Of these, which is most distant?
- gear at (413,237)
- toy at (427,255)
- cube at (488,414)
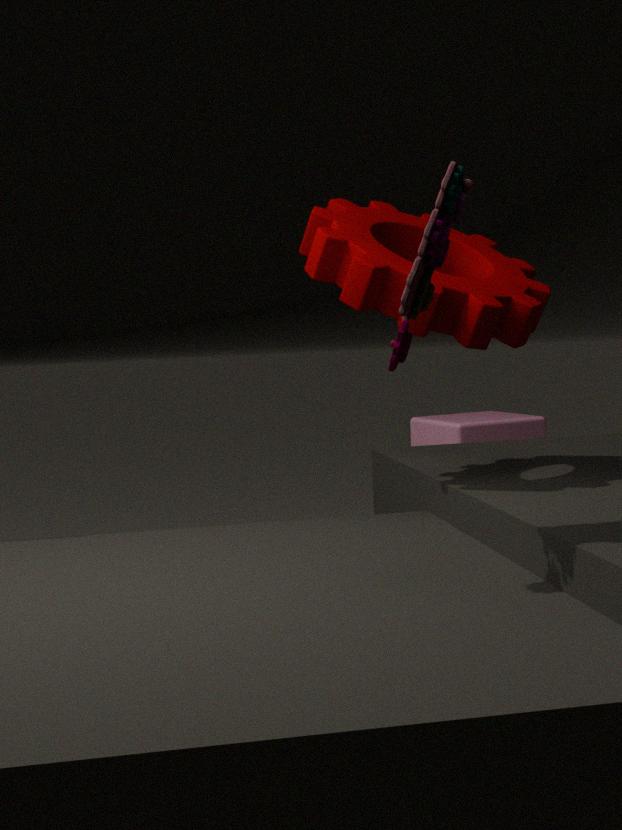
cube at (488,414)
